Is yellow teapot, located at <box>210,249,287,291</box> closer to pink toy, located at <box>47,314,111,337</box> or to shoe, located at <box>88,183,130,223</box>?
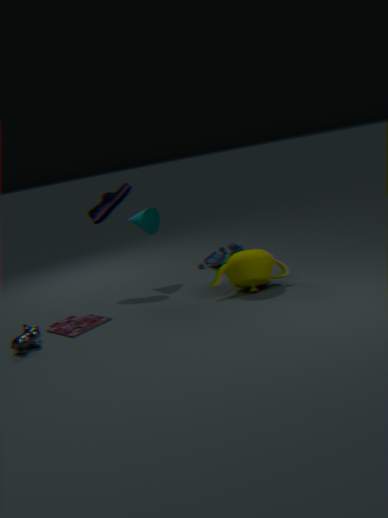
pink toy, located at <box>47,314,111,337</box>
